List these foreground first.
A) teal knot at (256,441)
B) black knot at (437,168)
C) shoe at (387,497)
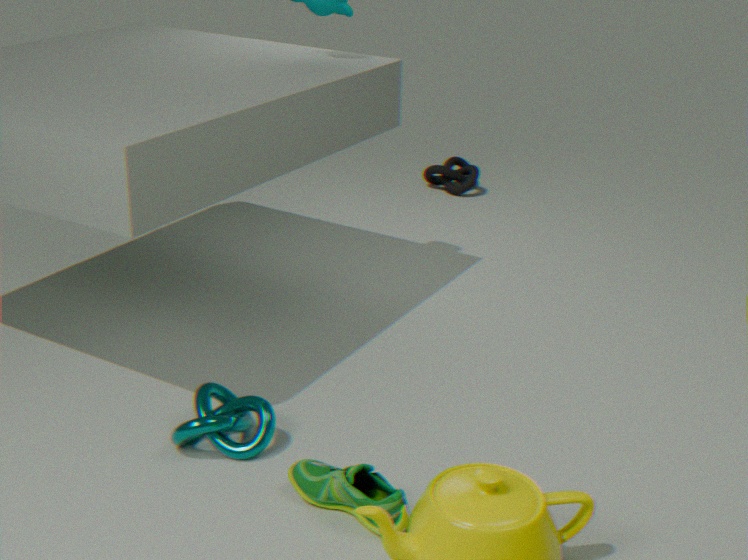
shoe at (387,497)
teal knot at (256,441)
black knot at (437,168)
